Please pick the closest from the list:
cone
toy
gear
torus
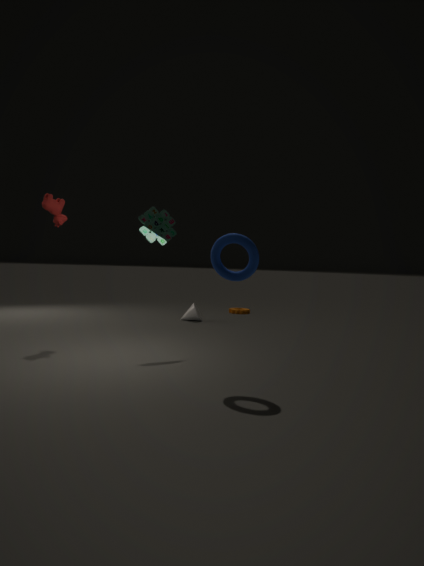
torus
